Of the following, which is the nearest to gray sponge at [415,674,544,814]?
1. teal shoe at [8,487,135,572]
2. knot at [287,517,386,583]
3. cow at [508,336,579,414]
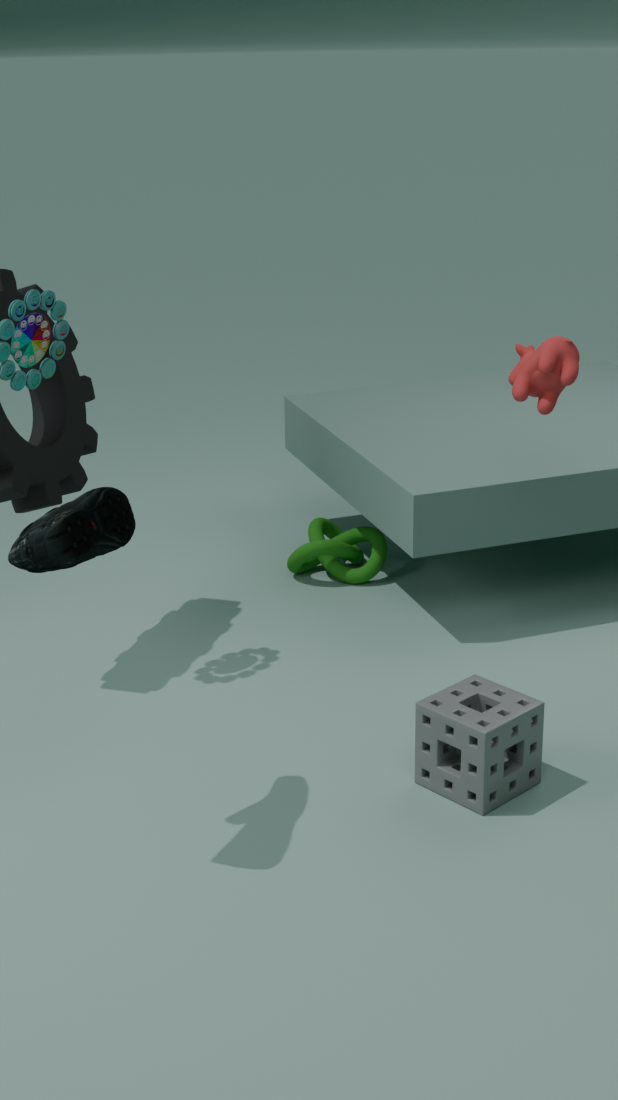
cow at [508,336,579,414]
